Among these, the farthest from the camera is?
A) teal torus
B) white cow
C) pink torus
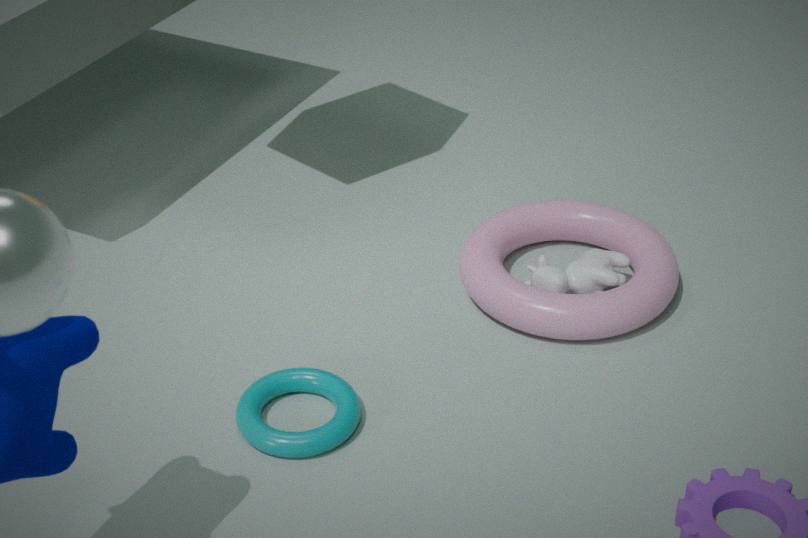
white cow
